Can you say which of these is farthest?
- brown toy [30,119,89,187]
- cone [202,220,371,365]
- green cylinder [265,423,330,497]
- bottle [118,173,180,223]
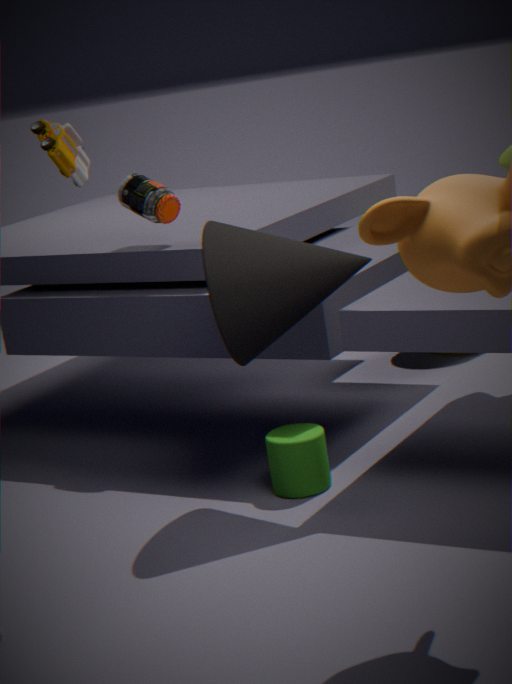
bottle [118,173,180,223]
